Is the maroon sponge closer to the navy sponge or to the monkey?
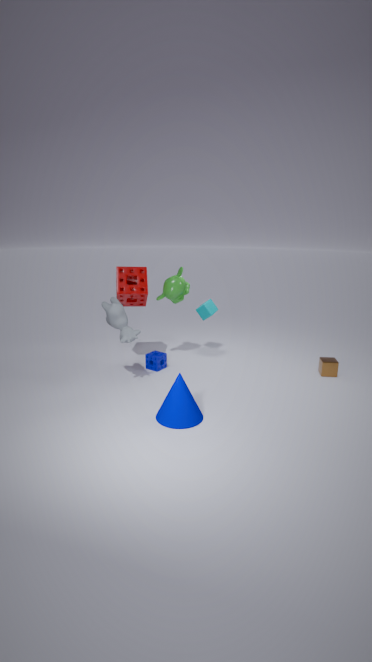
the monkey
